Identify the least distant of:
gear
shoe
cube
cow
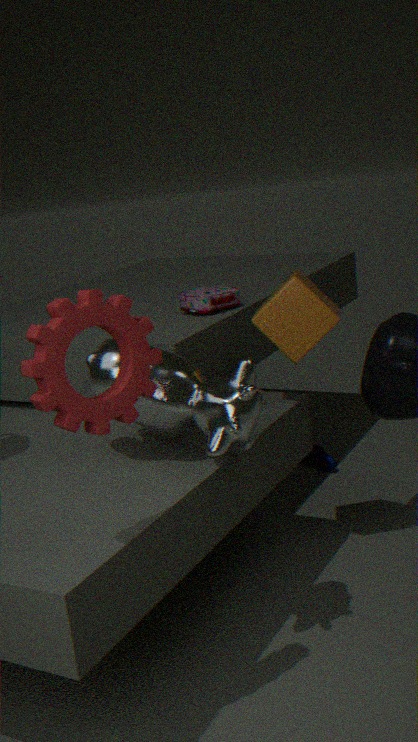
gear
